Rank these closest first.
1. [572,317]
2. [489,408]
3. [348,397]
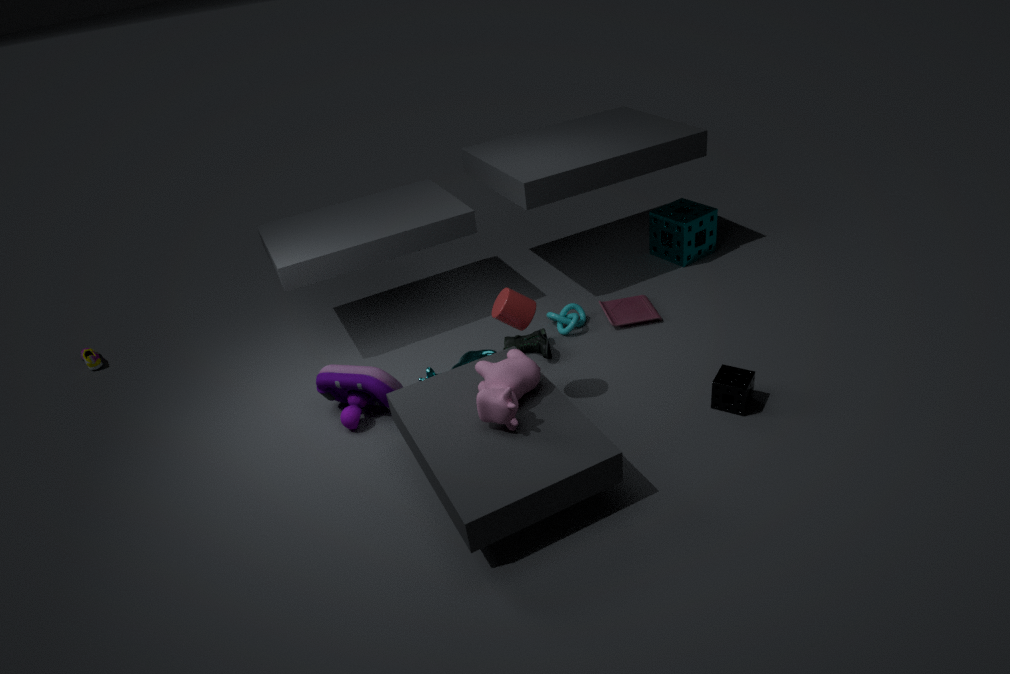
[489,408]
[348,397]
[572,317]
